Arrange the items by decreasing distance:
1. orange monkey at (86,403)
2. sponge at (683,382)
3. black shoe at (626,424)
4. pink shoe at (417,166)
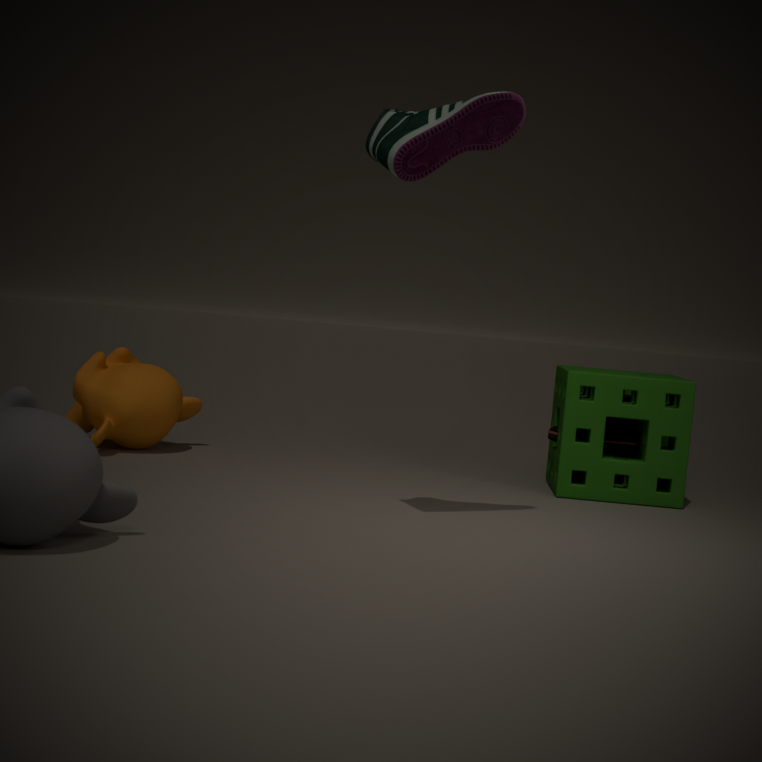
black shoe at (626,424) < orange monkey at (86,403) < sponge at (683,382) < pink shoe at (417,166)
